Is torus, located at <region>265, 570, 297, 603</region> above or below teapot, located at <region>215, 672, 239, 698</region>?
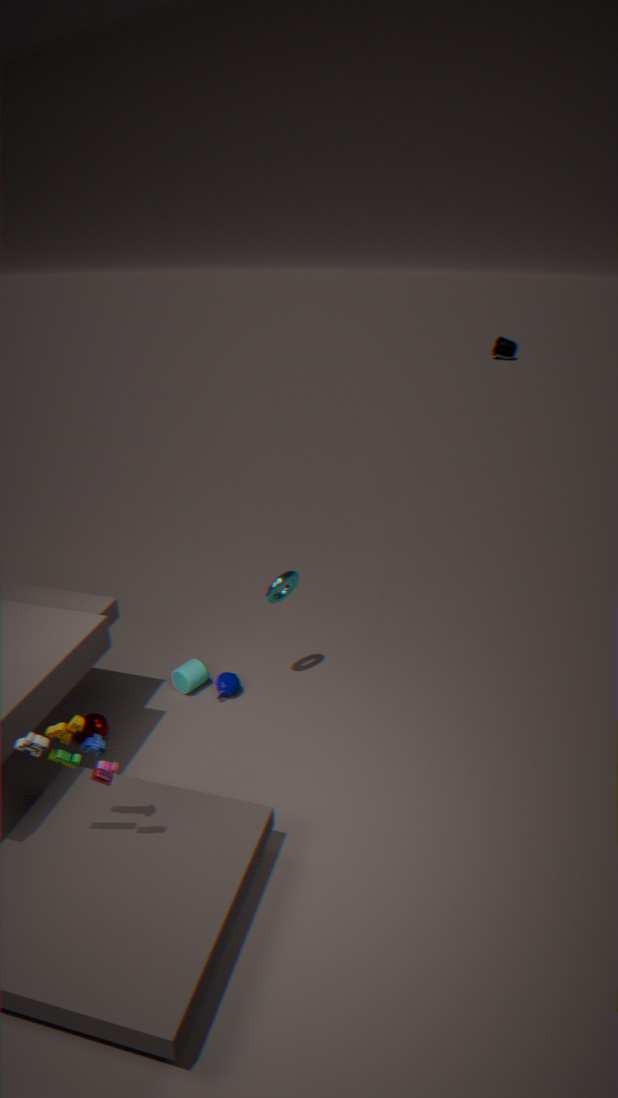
above
